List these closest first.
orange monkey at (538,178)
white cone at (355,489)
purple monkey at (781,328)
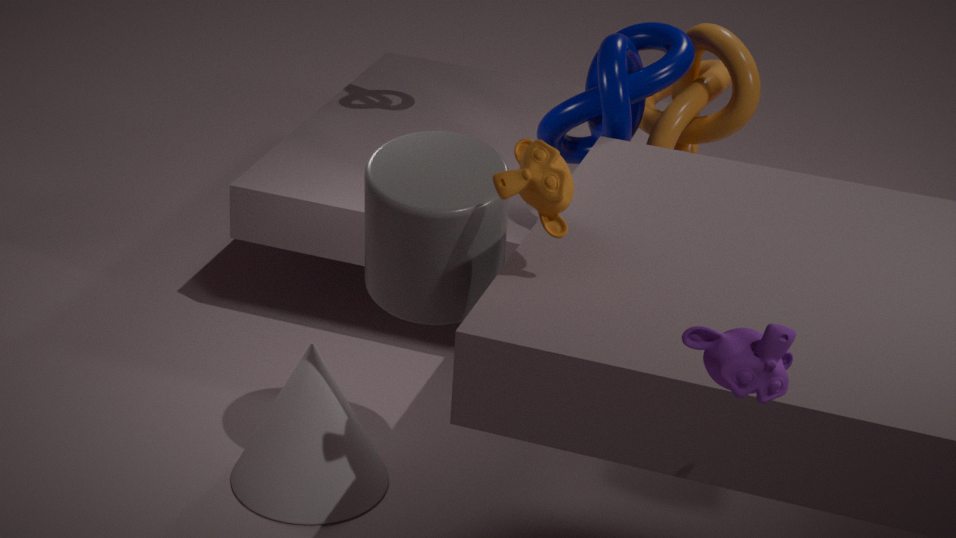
purple monkey at (781,328) < orange monkey at (538,178) < white cone at (355,489)
